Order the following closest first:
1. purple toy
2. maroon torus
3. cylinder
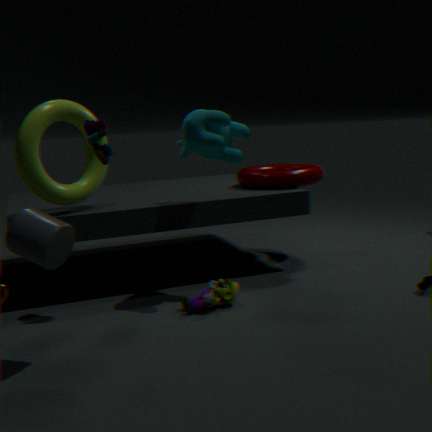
cylinder < purple toy < maroon torus
